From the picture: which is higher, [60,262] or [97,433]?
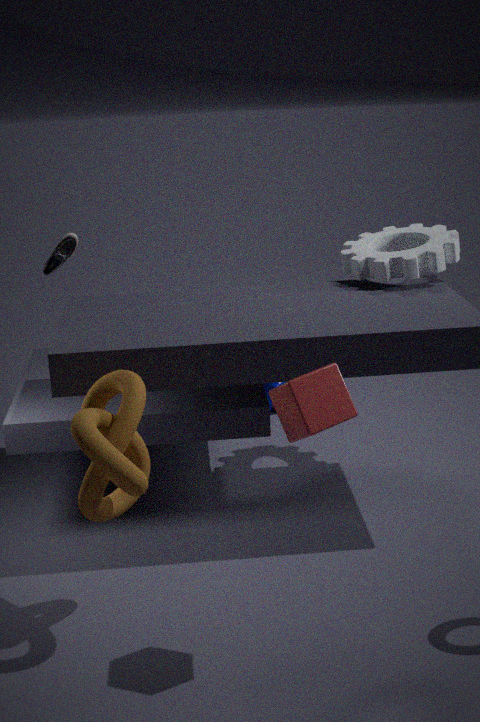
[60,262]
